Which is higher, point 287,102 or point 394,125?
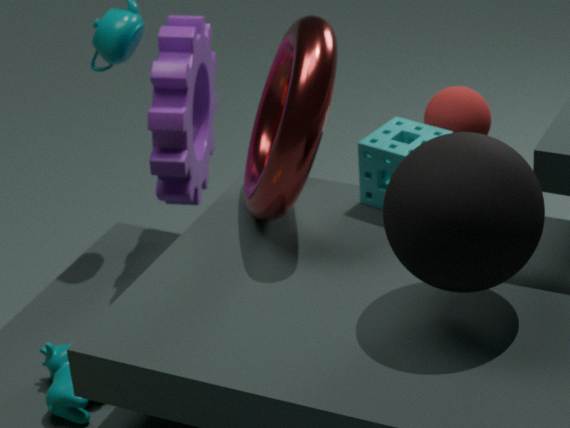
point 287,102
